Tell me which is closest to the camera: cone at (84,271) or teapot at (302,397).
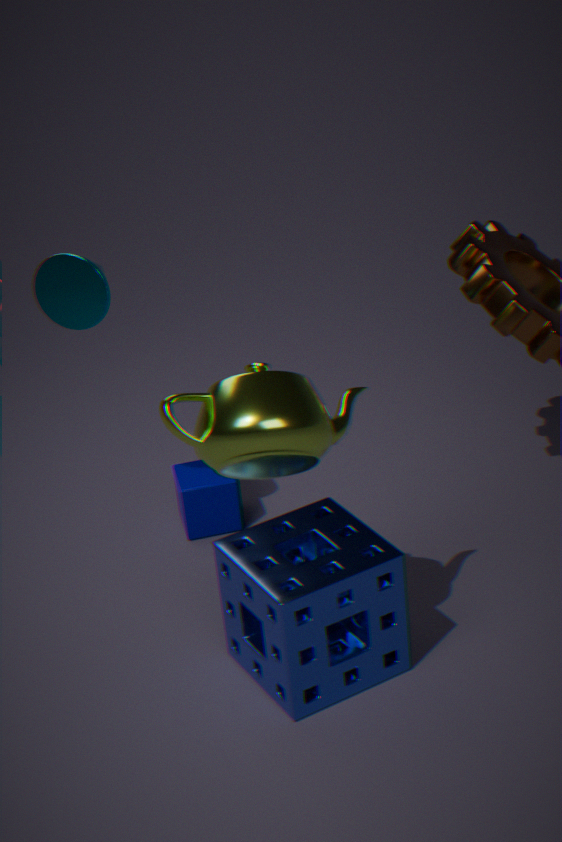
teapot at (302,397)
